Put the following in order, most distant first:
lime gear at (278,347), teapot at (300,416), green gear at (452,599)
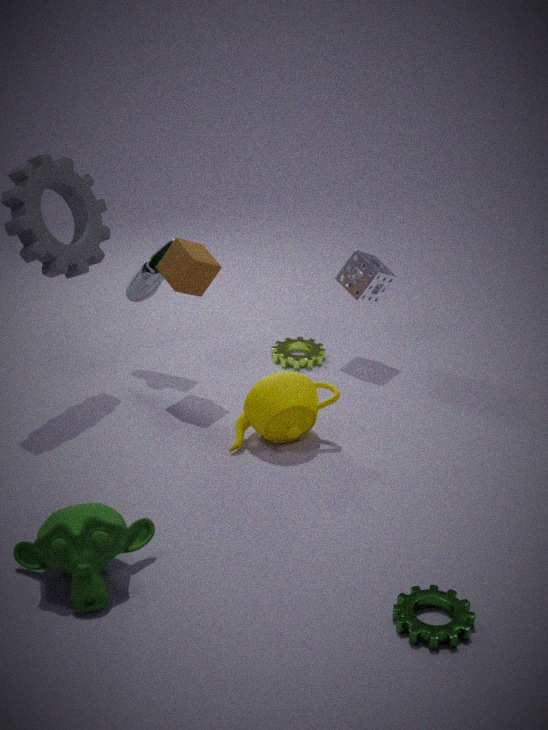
1. lime gear at (278,347)
2. teapot at (300,416)
3. green gear at (452,599)
